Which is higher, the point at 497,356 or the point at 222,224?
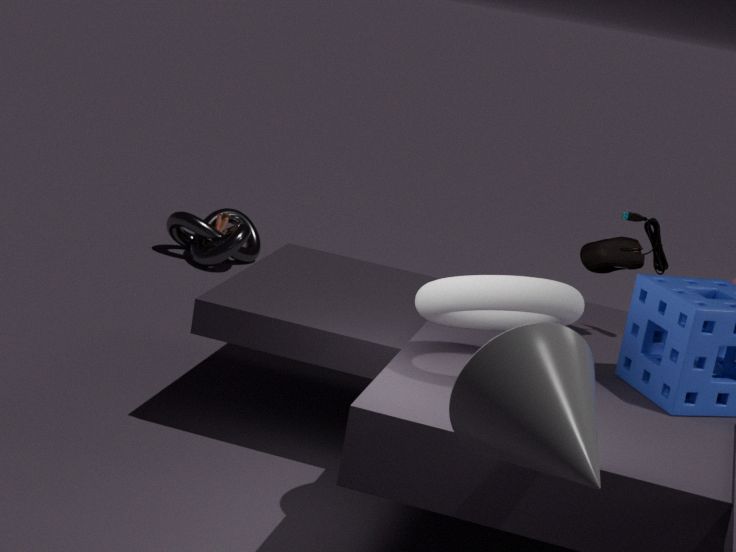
the point at 497,356
